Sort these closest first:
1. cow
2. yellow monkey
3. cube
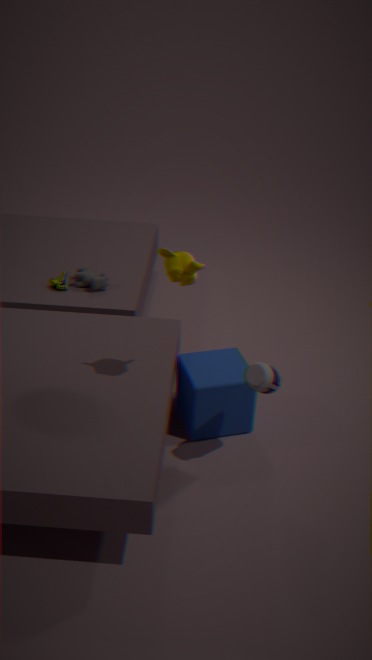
yellow monkey → cube → cow
